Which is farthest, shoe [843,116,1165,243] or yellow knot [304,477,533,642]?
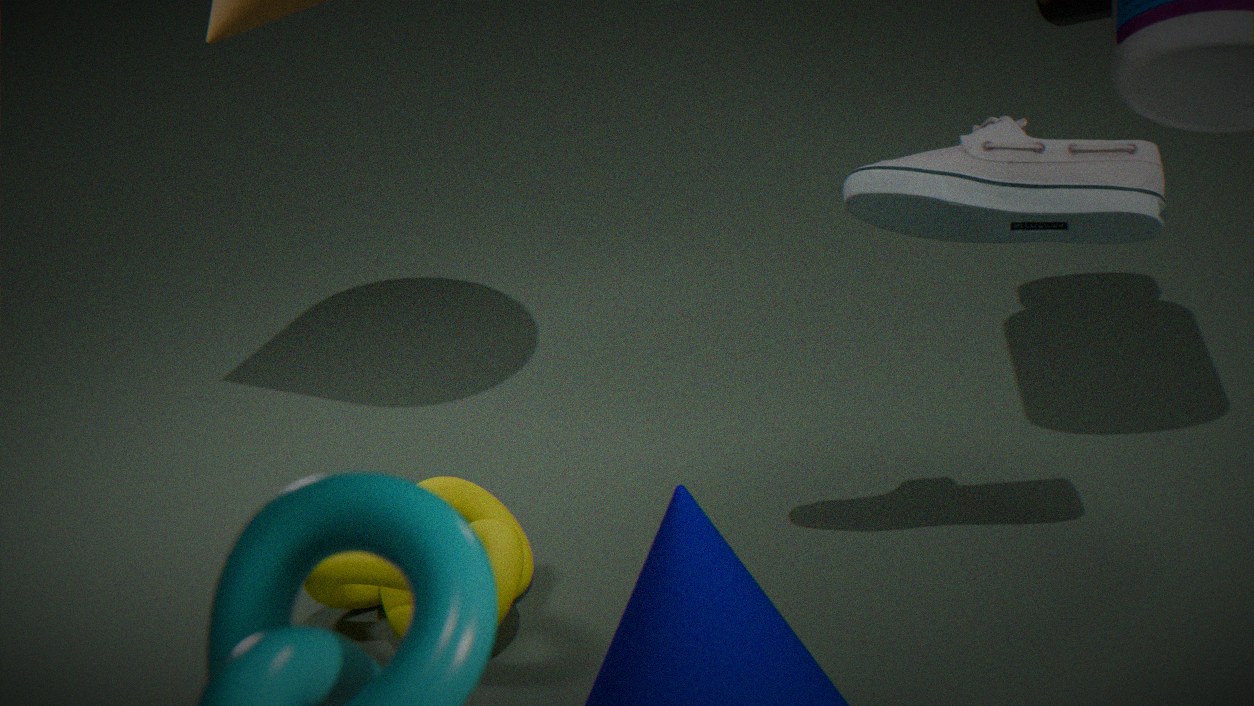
yellow knot [304,477,533,642]
